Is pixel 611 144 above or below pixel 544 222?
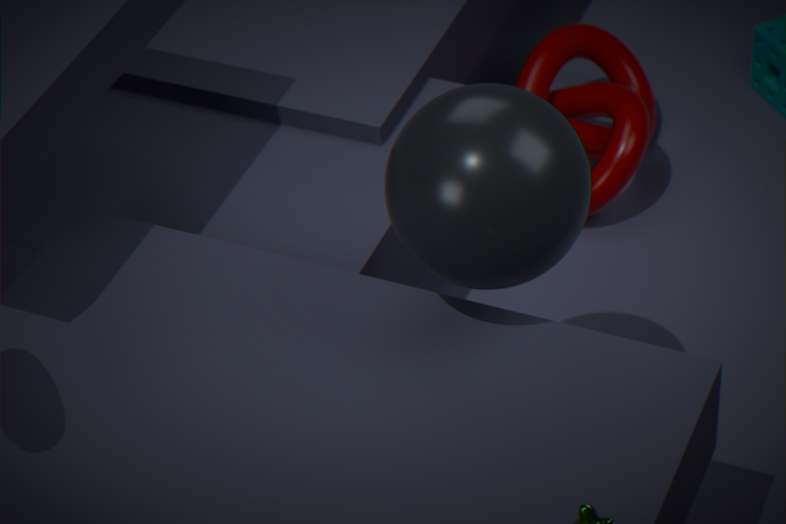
below
